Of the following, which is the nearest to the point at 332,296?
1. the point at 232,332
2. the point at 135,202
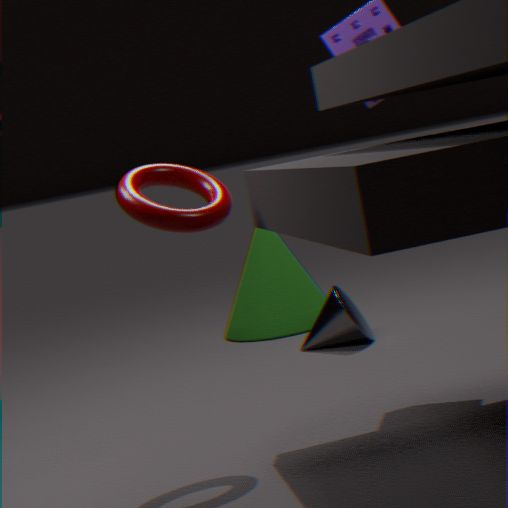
the point at 232,332
